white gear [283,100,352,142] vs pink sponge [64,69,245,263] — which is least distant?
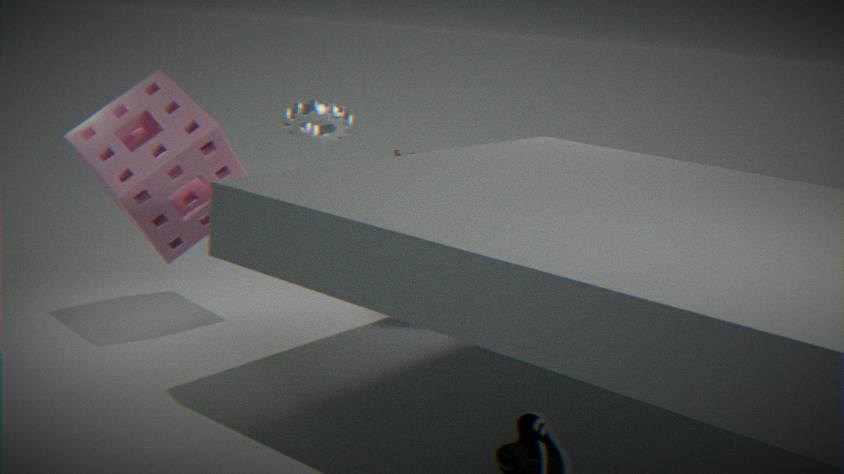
pink sponge [64,69,245,263]
